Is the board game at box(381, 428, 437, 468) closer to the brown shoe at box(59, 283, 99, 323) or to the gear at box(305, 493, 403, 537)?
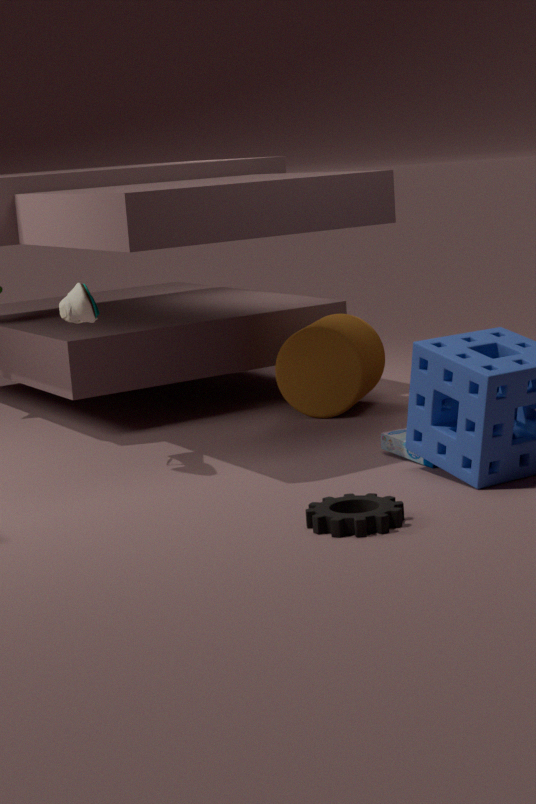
the gear at box(305, 493, 403, 537)
